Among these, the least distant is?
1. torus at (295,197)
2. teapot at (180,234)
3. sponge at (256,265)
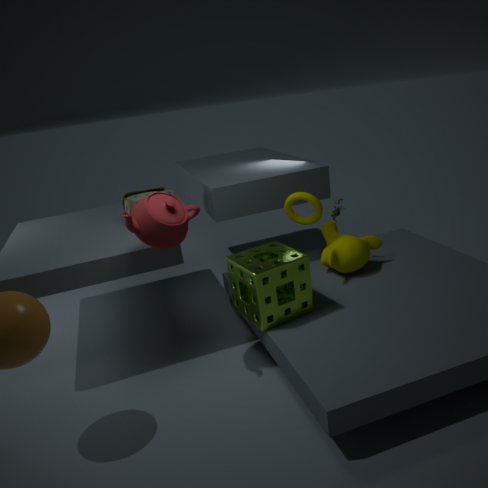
teapot at (180,234)
